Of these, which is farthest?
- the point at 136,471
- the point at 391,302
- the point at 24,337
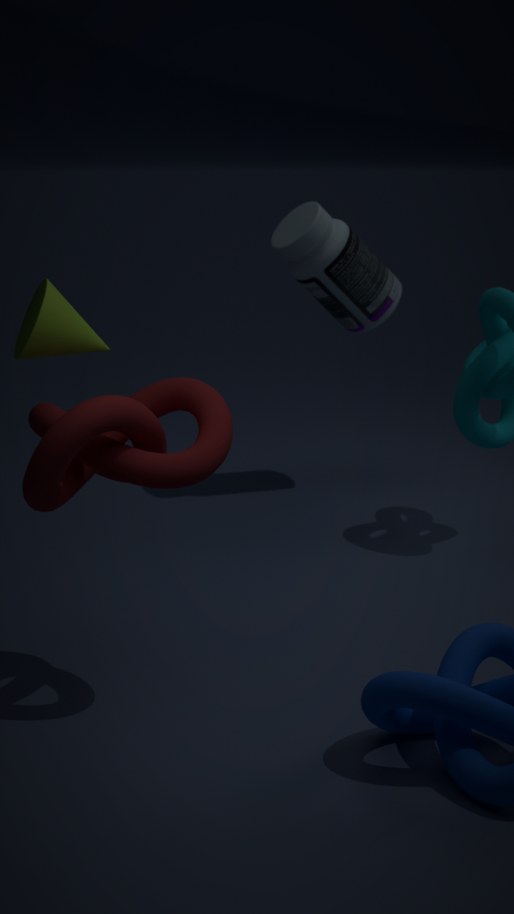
the point at 391,302
